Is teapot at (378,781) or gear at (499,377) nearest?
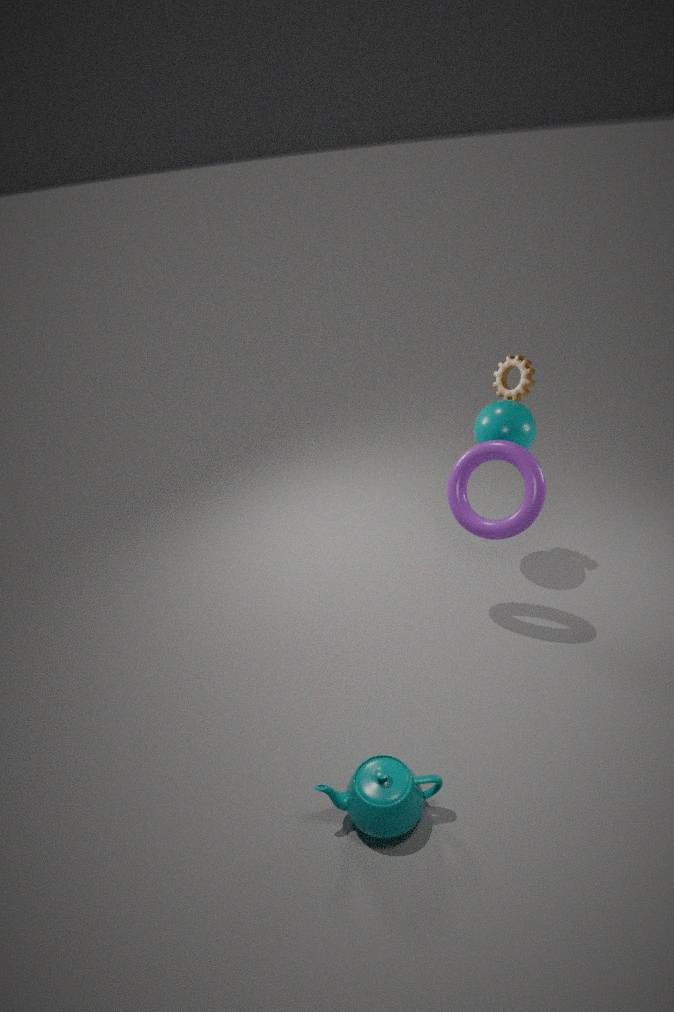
teapot at (378,781)
